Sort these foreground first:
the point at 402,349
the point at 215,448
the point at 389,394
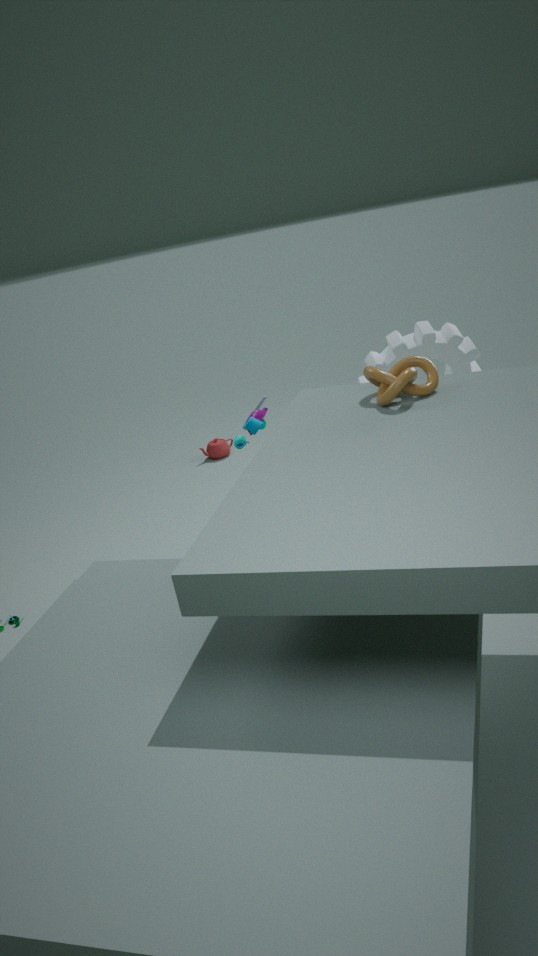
the point at 389,394 < the point at 402,349 < the point at 215,448
